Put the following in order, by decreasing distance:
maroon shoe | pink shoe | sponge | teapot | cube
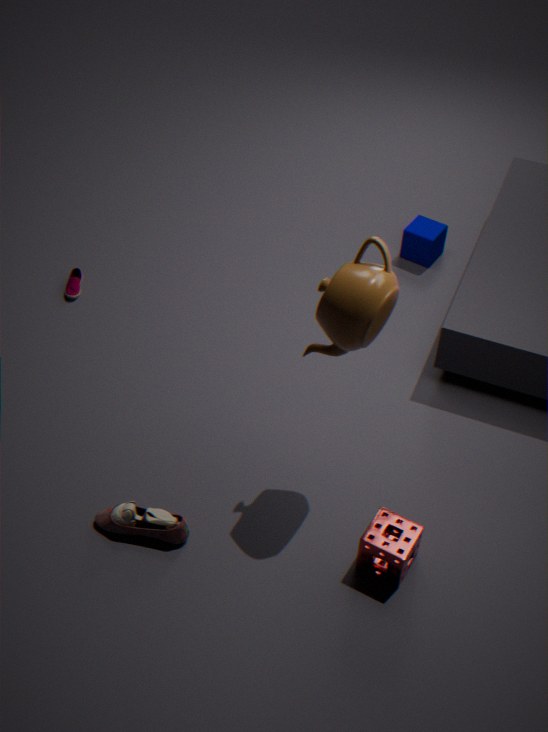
cube → maroon shoe → pink shoe → sponge → teapot
